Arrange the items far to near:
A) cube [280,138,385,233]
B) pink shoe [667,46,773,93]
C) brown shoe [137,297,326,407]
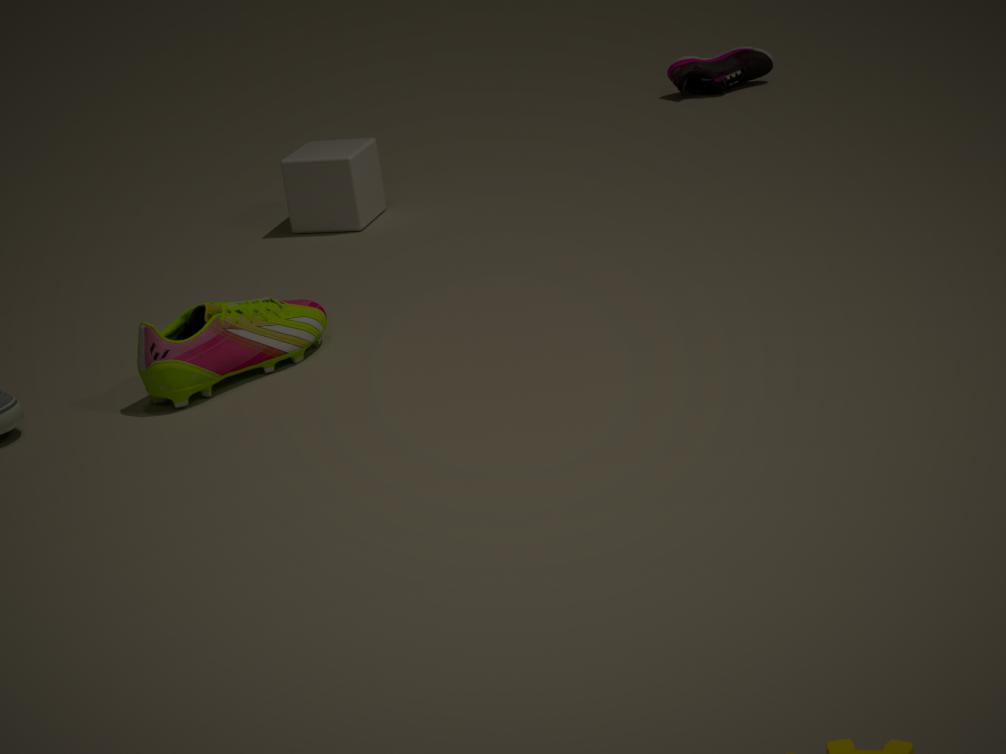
pink shoe [667,46,773,93]
cube [280,138,385,233]
brown shoe [137,297,326,407]
